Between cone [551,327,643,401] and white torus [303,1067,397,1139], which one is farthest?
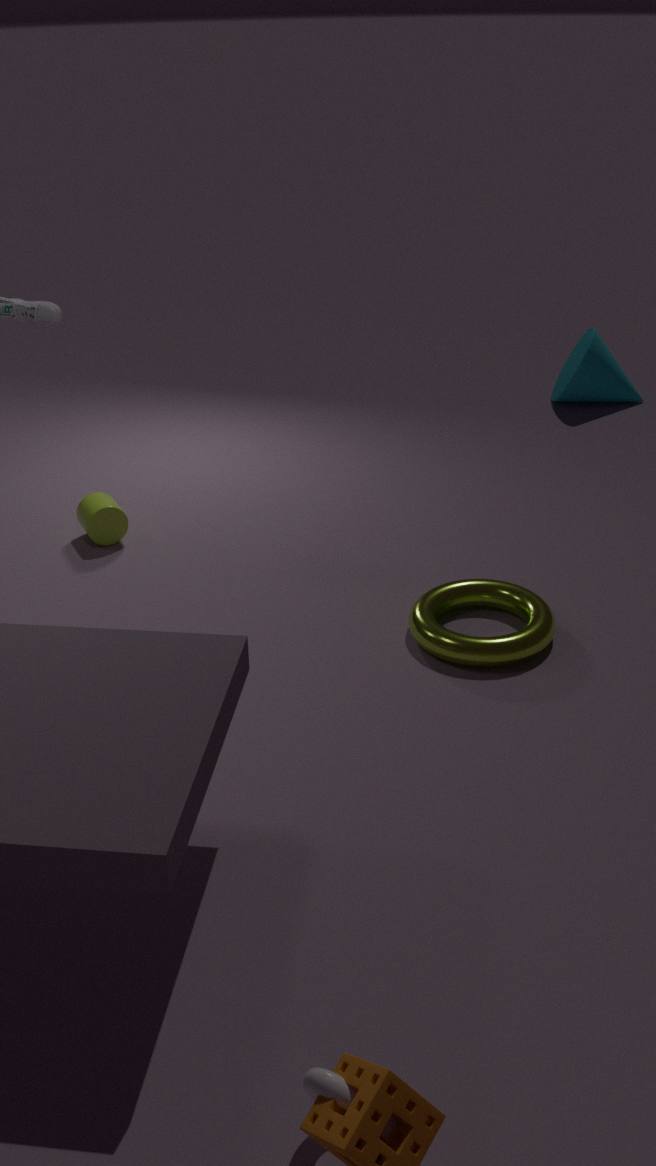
cone [551,327,643,401]
